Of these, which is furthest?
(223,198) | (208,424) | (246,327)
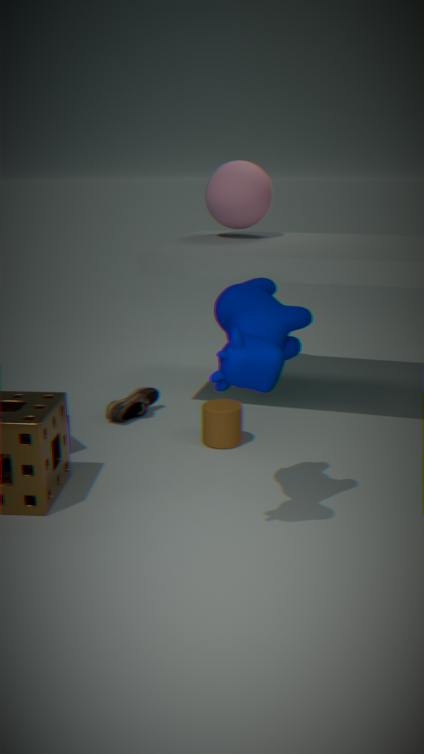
(223,198)
